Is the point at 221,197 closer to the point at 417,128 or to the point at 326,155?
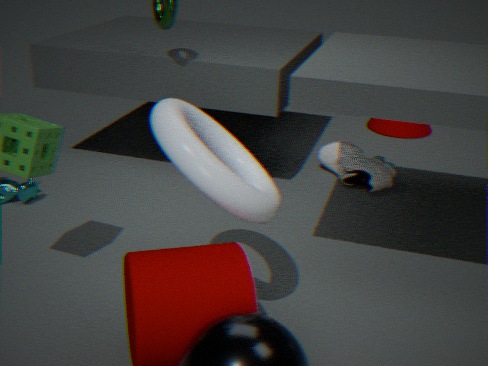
the point at 326,155
